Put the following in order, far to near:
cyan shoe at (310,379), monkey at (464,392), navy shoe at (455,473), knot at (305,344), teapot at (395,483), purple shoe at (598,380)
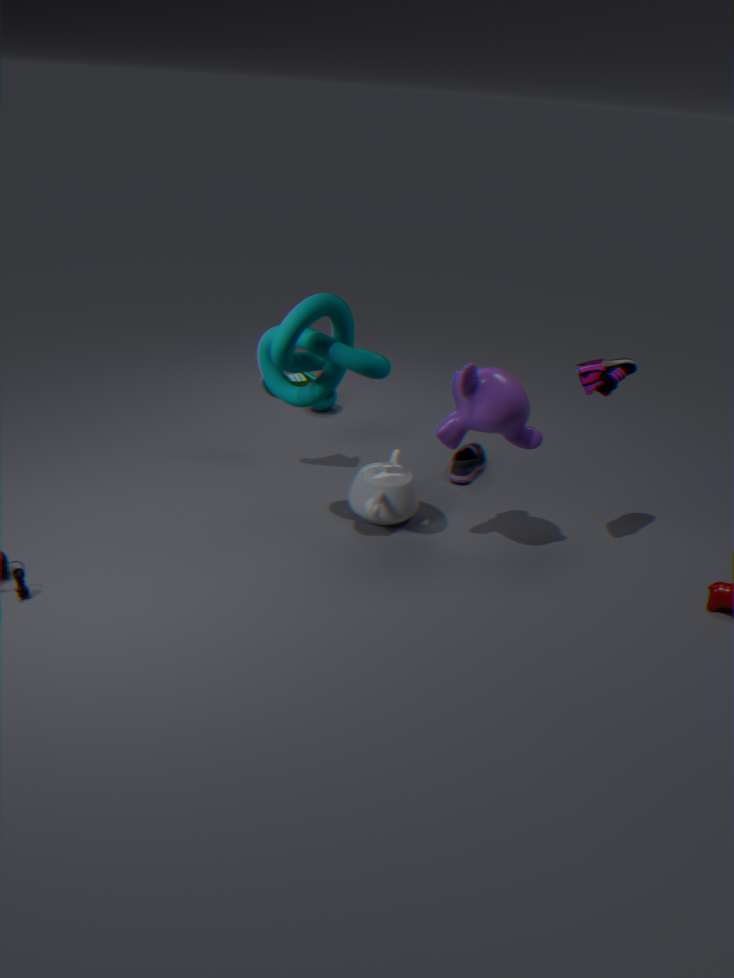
1. navy shoe at (455,473)
2. cyan shoe at (310,379)
3. teapot at (395,483)
4. purple shoe at (598,380)
5. monkey at (464,392)
6. knot at (305,344)
